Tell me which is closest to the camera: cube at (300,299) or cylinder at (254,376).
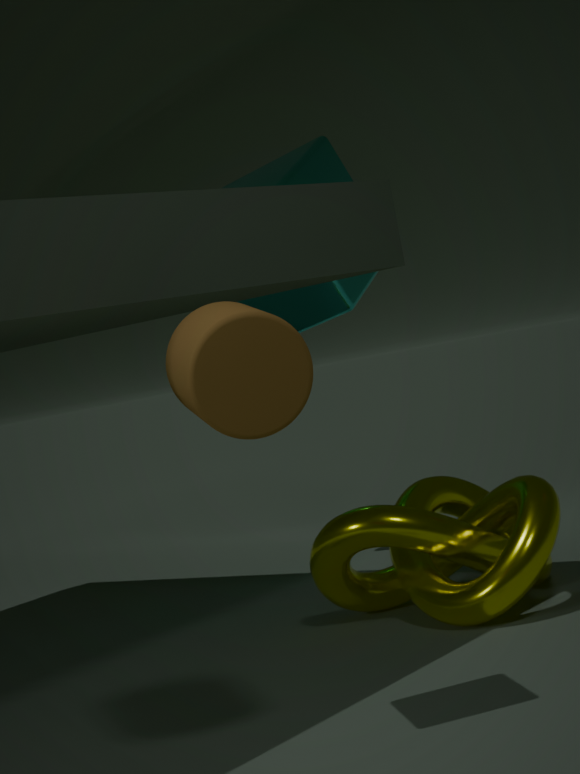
cylinder at (254,376)
